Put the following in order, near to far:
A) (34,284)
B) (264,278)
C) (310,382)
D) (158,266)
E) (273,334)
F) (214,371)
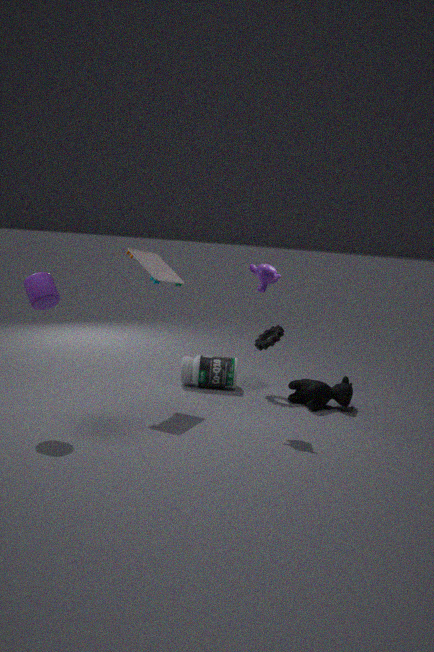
1. (34,284)
2. (264,278)
3. (158,266)
4. (310,382)
5. (273,334)
6. (214,371)
